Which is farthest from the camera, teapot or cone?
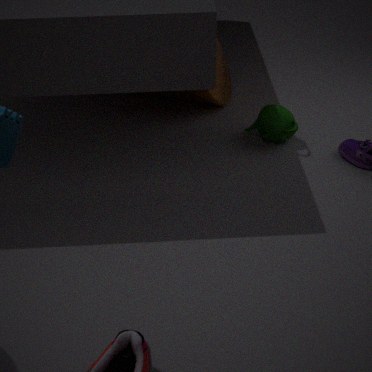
cone
